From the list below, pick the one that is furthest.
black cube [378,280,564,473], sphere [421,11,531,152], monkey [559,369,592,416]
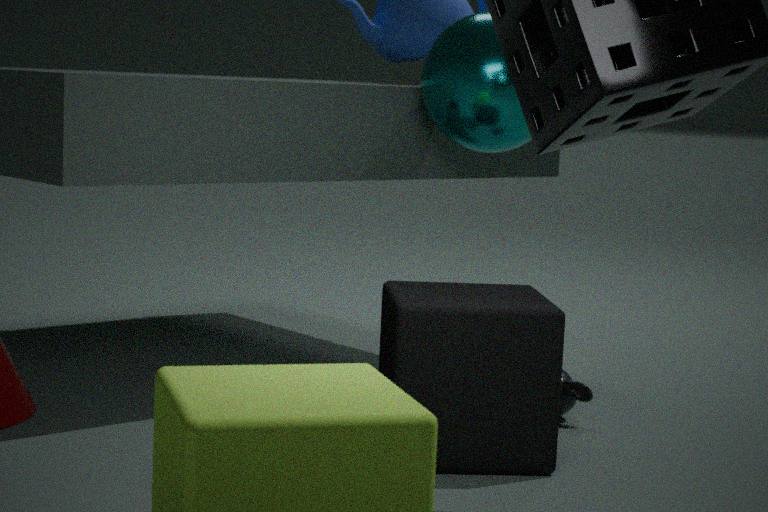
monkey [559,369,592,416]
